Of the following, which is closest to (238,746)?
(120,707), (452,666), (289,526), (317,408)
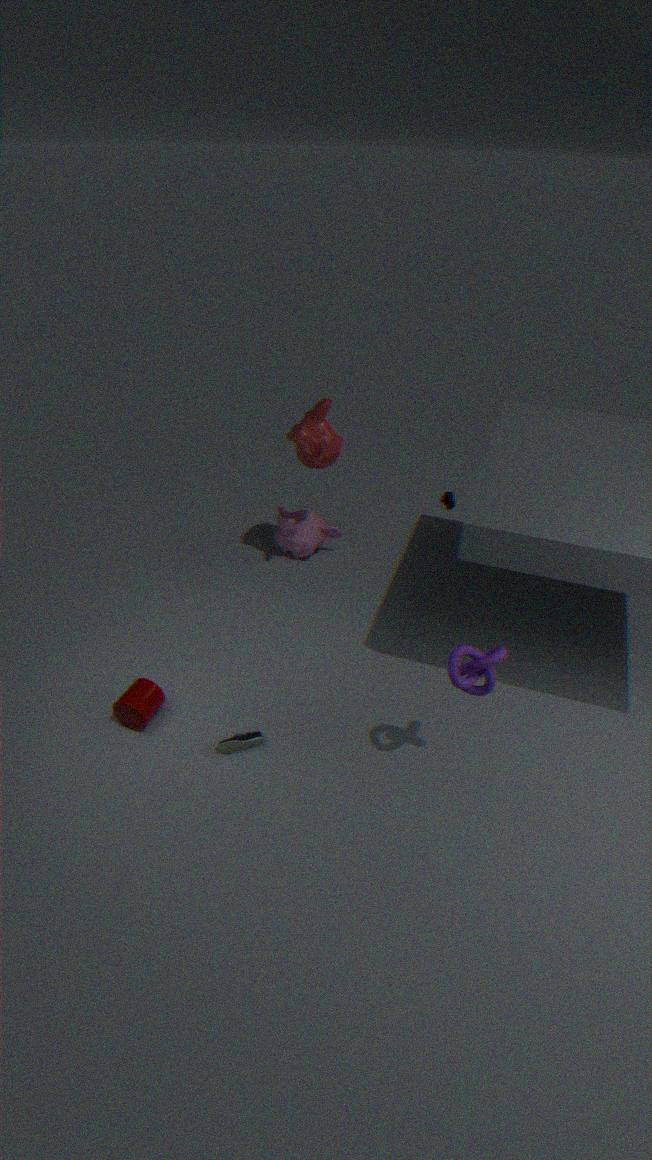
(120,707)
